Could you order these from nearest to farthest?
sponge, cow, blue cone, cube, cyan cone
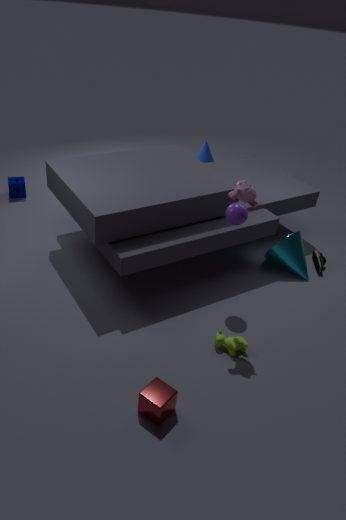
cube < cow < cyan cone < sponge < blue cone
